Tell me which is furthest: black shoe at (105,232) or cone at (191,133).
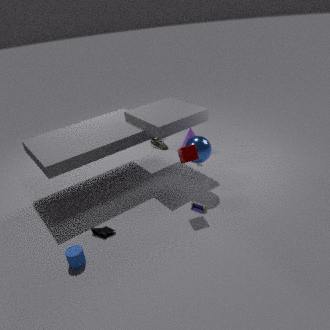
cone at (191,133)
